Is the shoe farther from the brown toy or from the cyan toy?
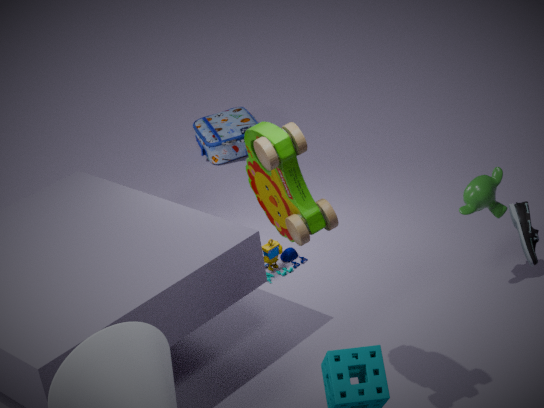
the cyan toy
